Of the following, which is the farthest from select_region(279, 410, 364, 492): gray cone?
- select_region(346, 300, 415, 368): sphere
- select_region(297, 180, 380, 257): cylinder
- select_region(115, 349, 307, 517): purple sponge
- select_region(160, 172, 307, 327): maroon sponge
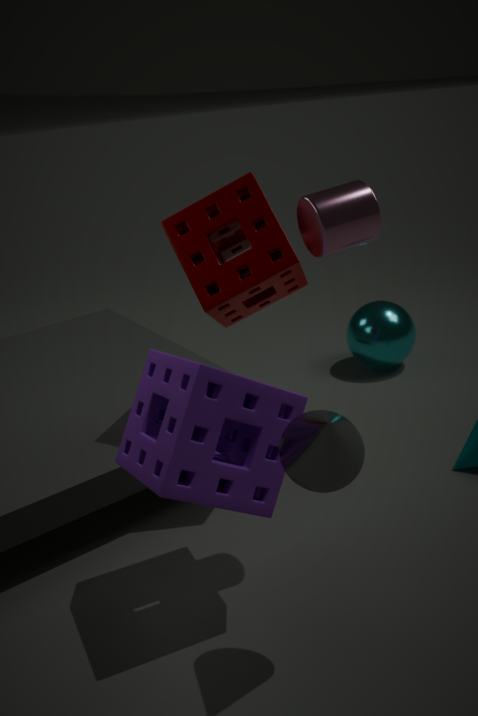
select_region(346, 300, 415, 368): sphere
